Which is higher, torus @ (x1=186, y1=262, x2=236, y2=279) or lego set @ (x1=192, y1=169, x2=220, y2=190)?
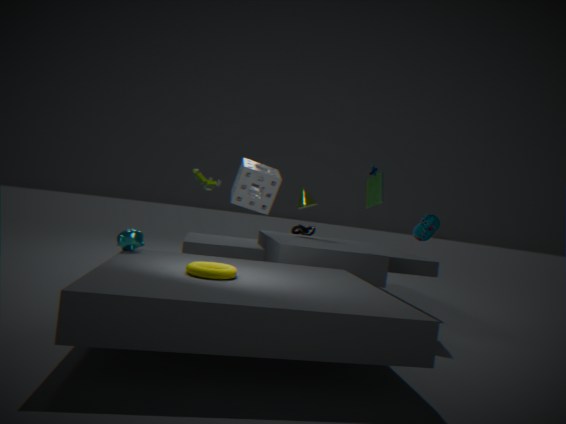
lego set @ (x1=192, y1=169, x2=220, y2=190)
